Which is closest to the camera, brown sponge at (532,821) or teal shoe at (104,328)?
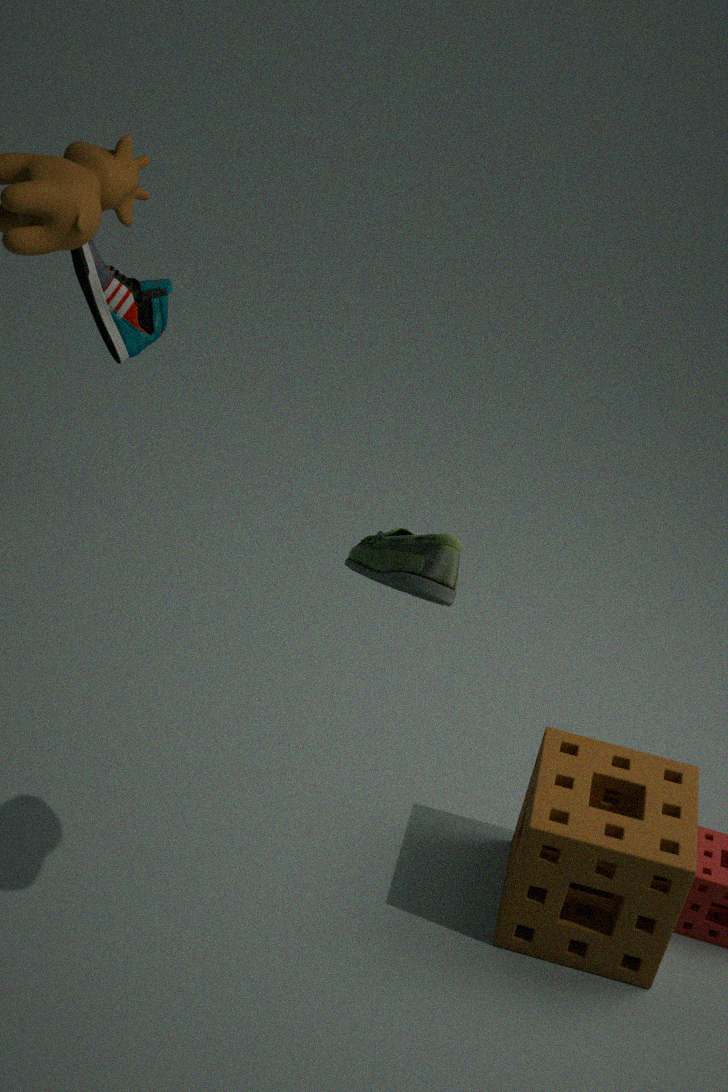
brown sponge at (532,821)
